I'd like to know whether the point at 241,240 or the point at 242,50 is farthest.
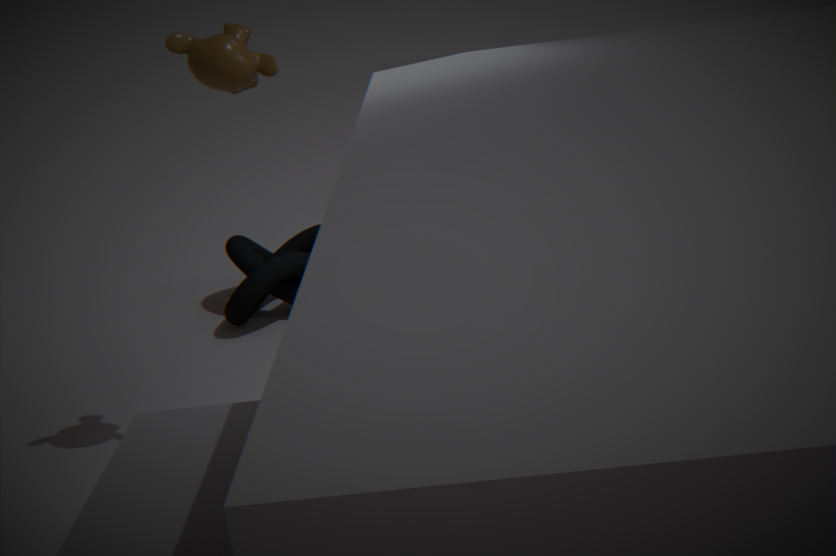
the point at 241,240
